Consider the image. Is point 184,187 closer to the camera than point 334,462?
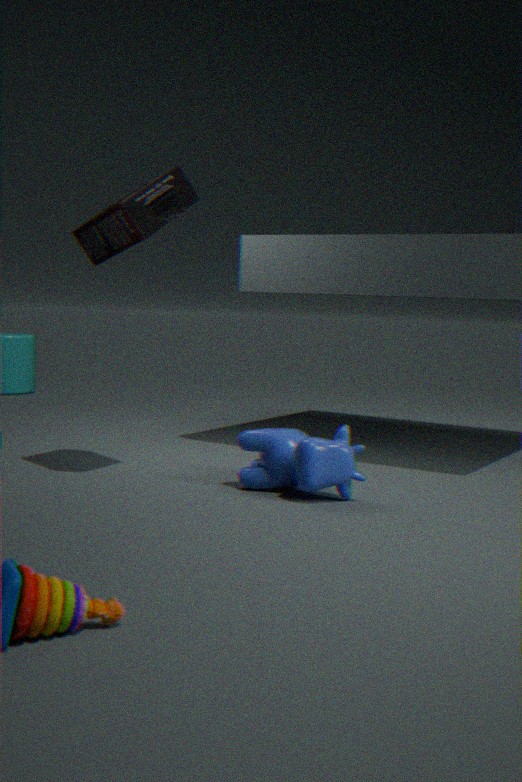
No
